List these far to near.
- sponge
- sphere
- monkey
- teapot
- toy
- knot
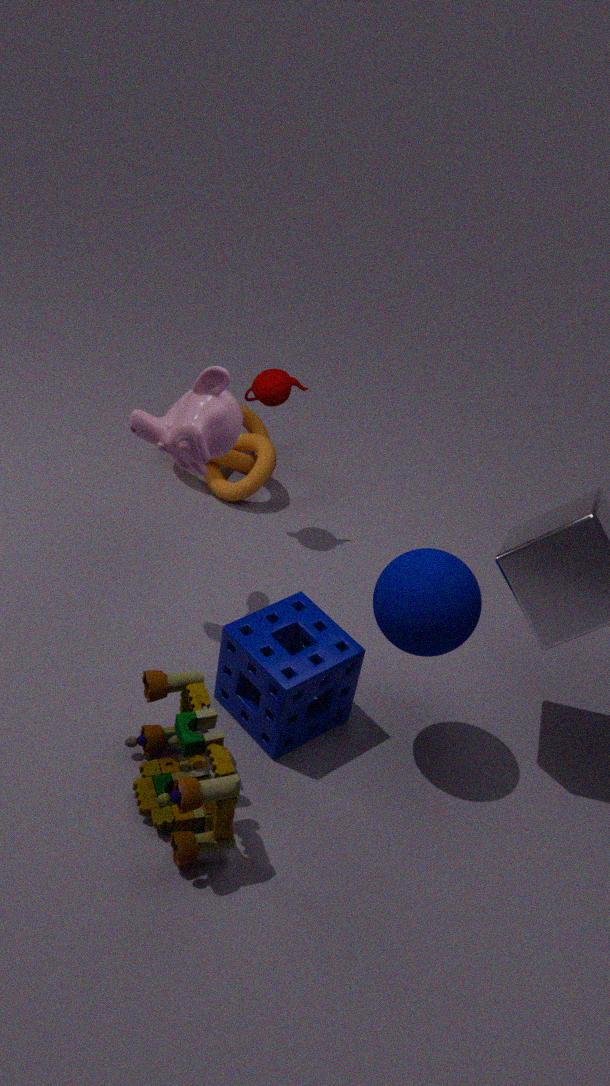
knot
teapot
monkey
sponge
sphere
toy
